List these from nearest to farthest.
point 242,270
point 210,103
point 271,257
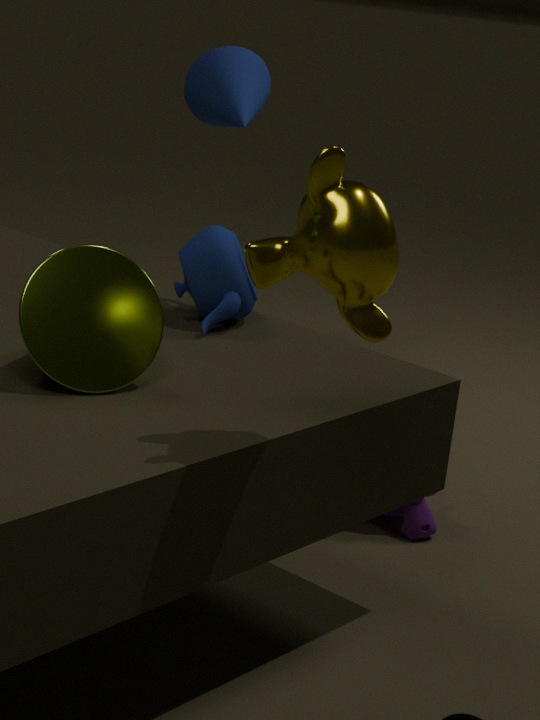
point 271,257 < point 242,270 < point 210,103
